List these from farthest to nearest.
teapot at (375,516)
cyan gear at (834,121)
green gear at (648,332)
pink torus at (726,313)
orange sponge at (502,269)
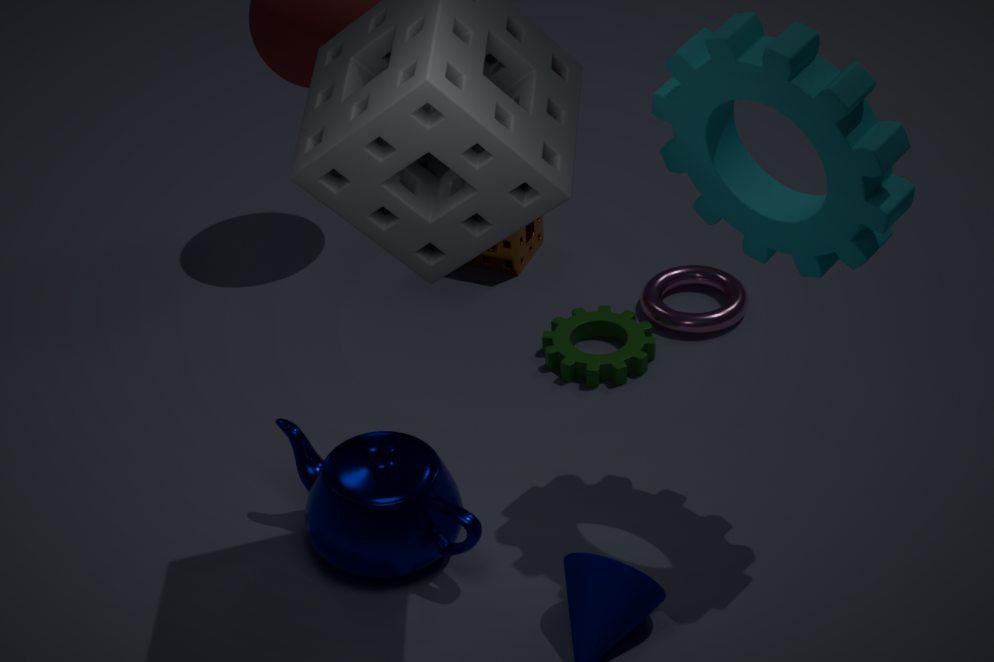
orange sponge at (502,269)
pink torus at (726,313)
green gear at (648,332)
teapot at (375,516)
cyan gear at (834,121)
